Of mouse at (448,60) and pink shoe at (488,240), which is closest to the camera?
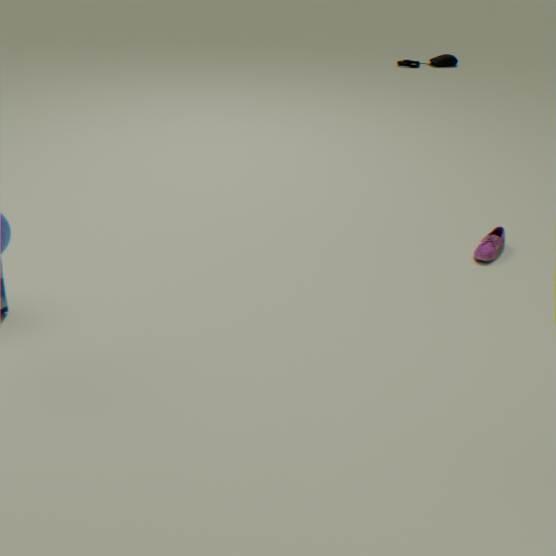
pink shoe at (488,240)
